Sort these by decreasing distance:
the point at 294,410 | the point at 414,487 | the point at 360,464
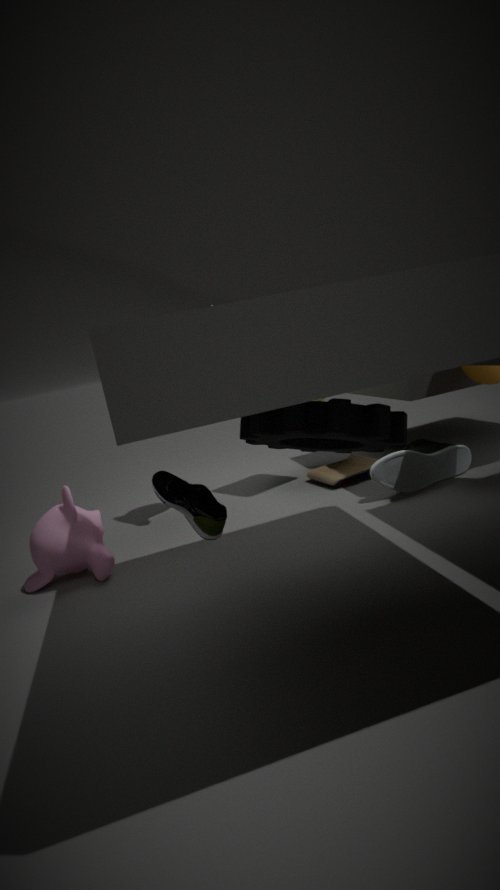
the point at 360,464, the point at 414,487, the point at 294,410
